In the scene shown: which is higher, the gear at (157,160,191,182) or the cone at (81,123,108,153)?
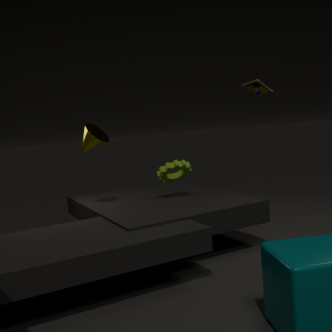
the cone at (81,123,108,153)
